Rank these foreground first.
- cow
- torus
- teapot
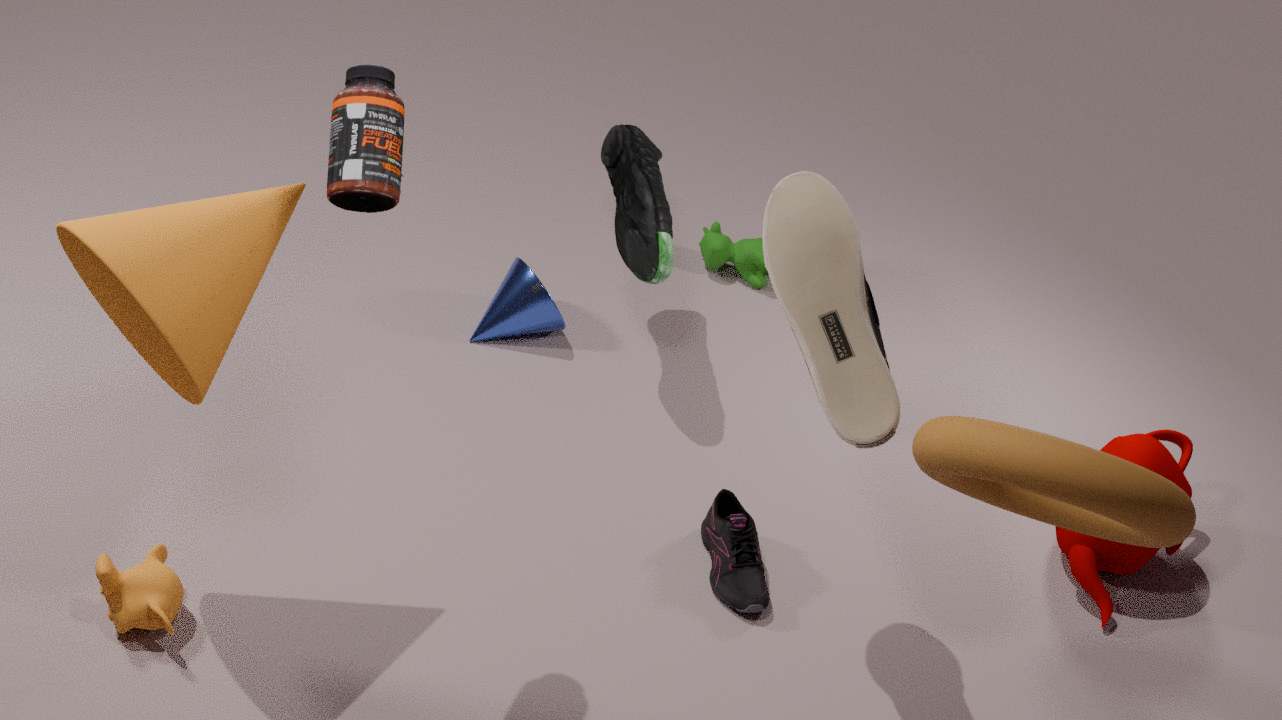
torus < teapot < cow
